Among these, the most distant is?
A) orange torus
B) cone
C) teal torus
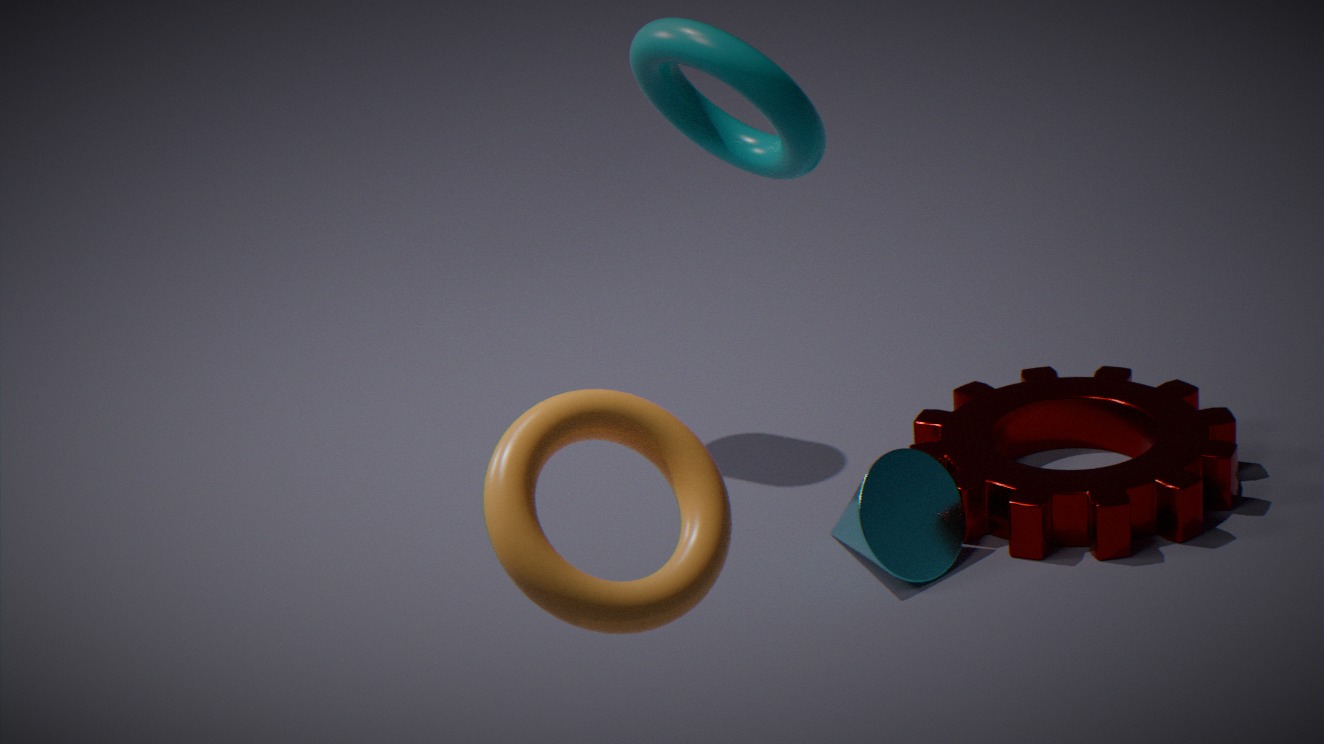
cone
